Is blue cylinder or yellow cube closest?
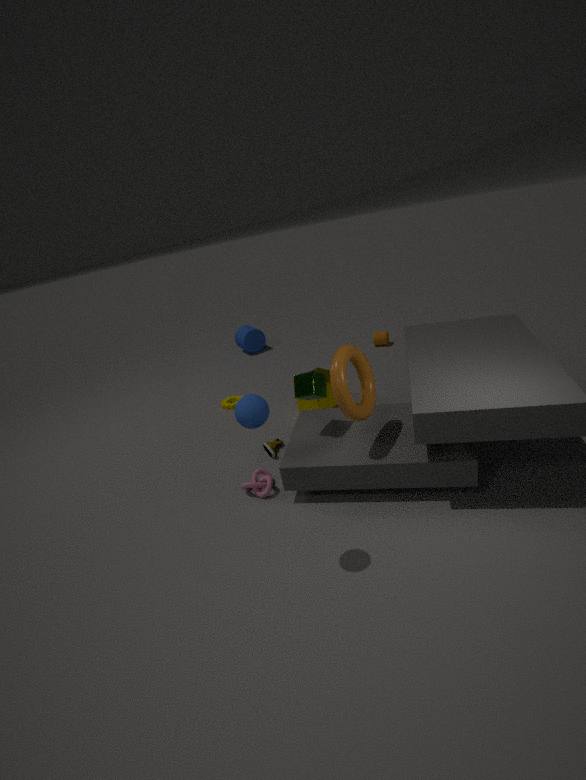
yellow cube
